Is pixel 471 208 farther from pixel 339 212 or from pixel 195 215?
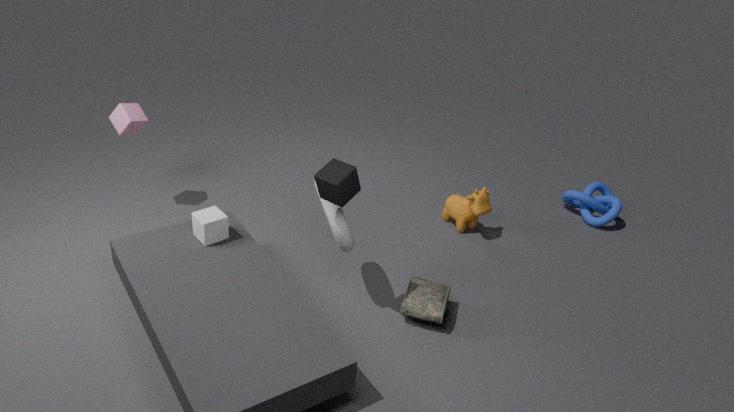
pixel 195 215
